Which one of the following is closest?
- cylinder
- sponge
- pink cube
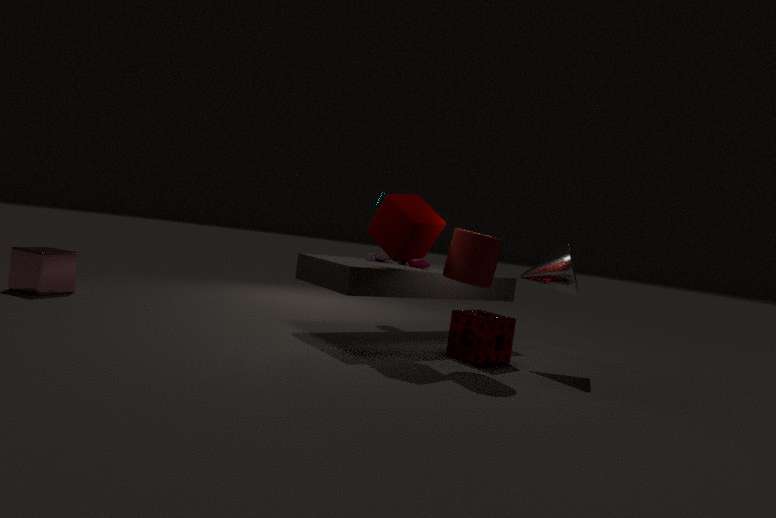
cylinder
